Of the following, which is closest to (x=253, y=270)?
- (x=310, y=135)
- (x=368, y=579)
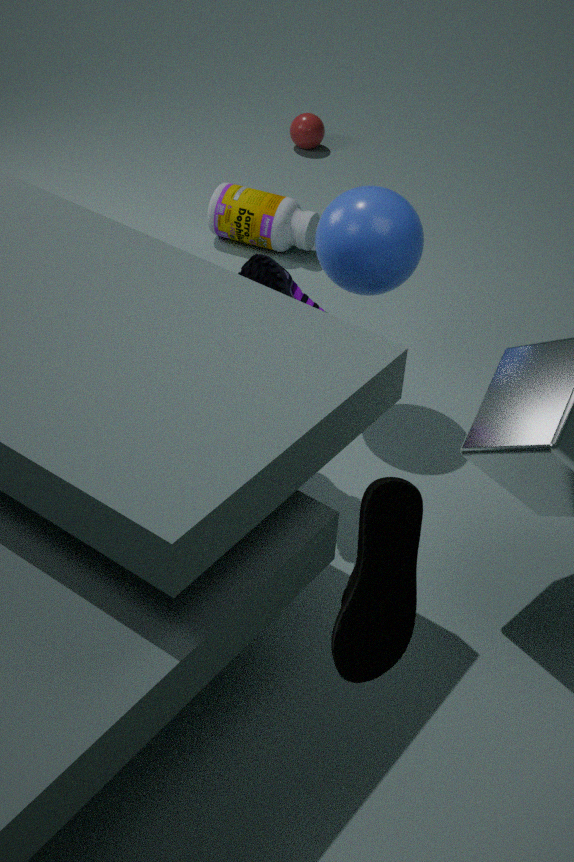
(x=368, y=579)
